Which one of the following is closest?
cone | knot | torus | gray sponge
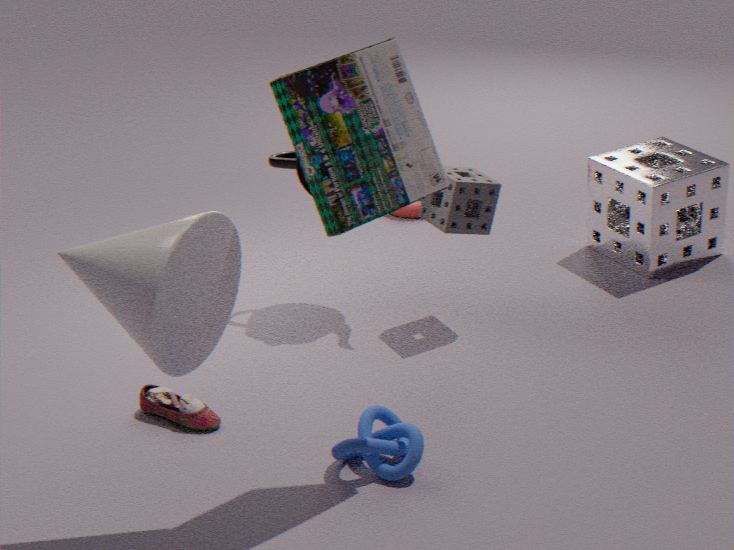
cone
